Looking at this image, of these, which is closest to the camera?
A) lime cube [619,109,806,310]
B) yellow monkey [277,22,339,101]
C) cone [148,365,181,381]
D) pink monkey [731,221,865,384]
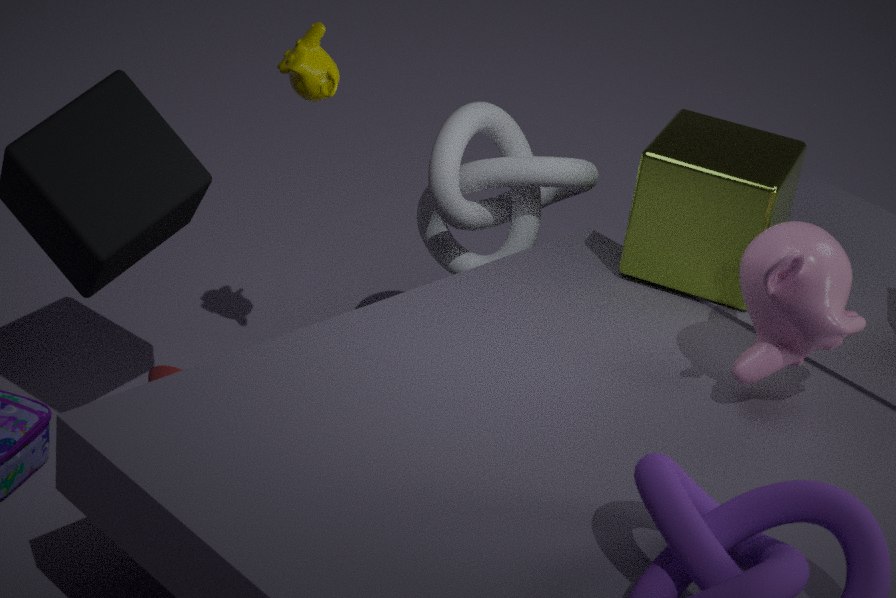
pink monkey [731,221,865,384]
